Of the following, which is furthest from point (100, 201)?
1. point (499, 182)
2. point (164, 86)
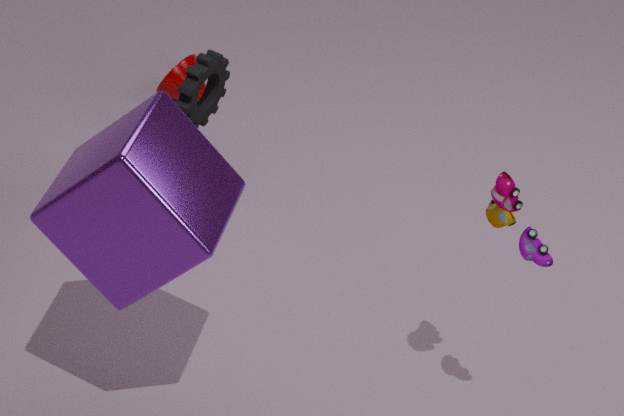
point (164, 86)
